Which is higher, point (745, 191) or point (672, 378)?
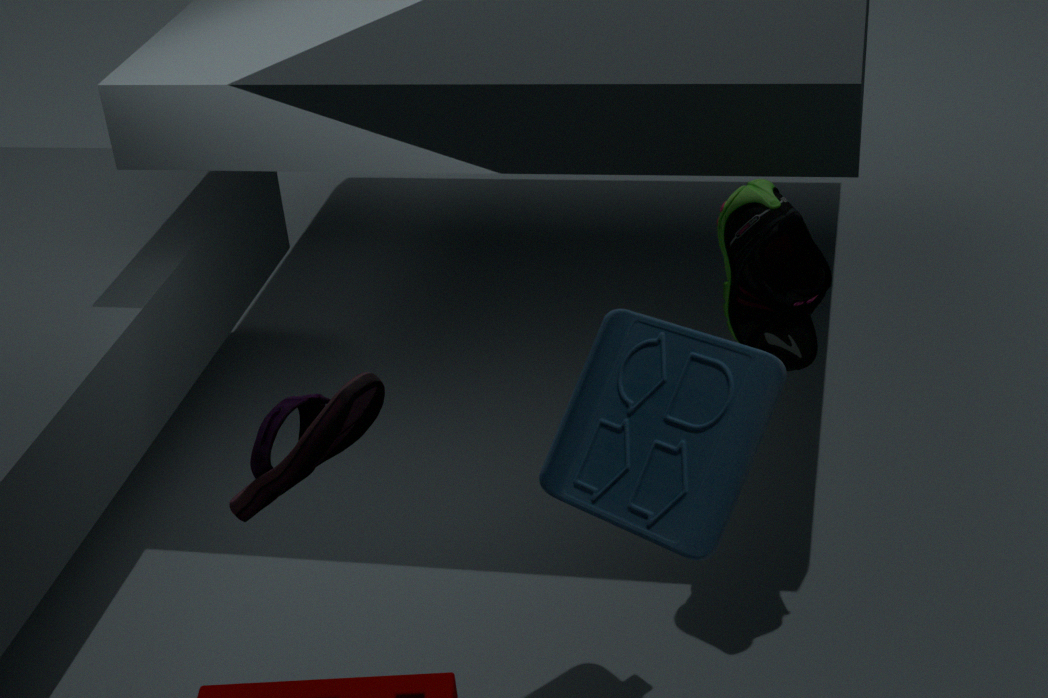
point (745, 191)
